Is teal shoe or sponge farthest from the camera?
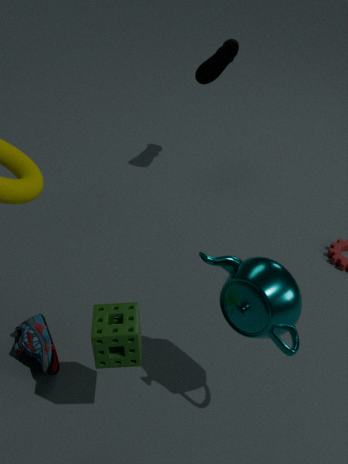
teal shoe
